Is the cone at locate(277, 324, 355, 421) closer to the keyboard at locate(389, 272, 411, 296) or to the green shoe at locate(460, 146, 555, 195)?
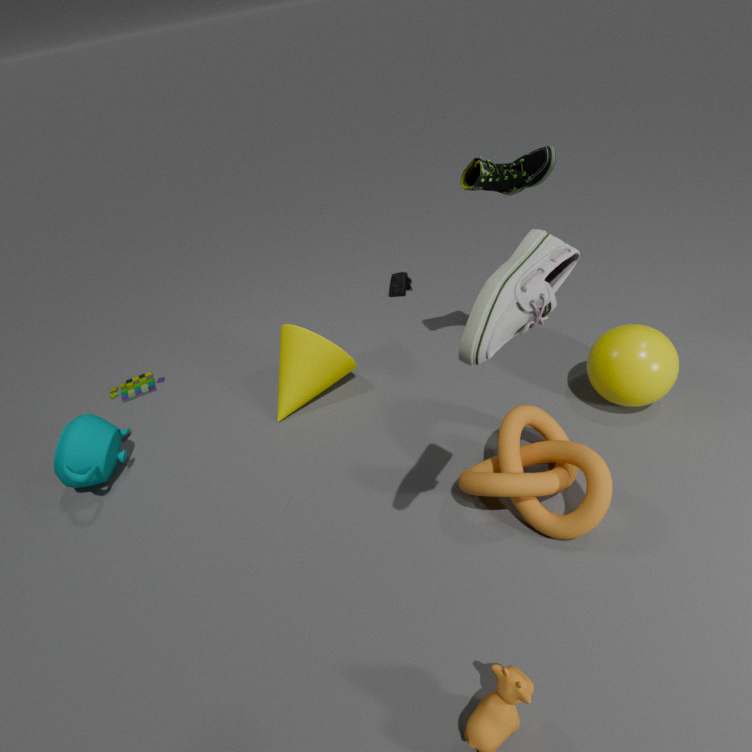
the keyboard at locate(389, 272, 411, 296)
